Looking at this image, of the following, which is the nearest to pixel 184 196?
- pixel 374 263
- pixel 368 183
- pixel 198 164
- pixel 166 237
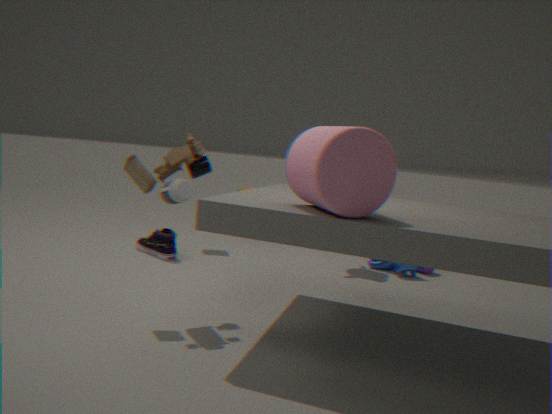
pixel 368 183
